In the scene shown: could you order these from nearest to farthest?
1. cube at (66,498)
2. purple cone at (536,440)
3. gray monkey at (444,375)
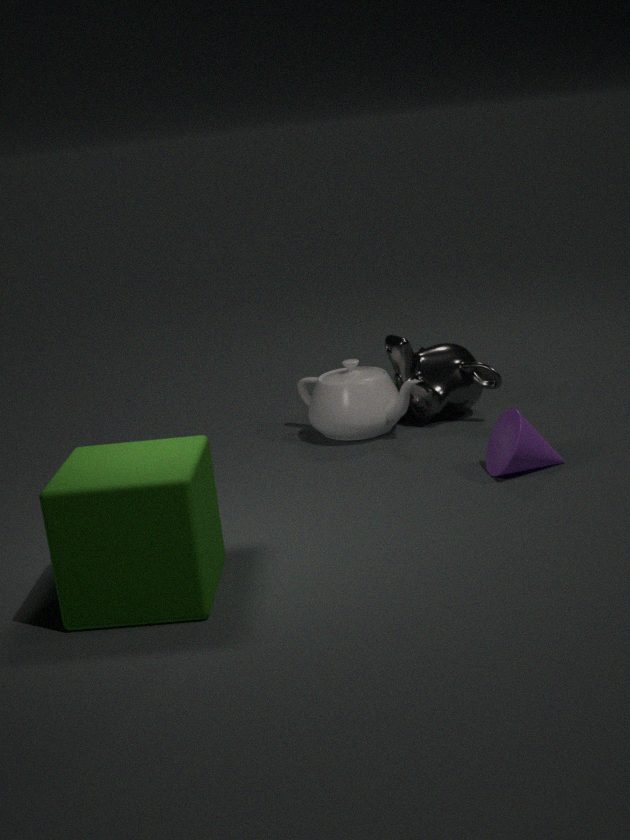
cube at (66,498) < purple cone at (536,440) < gray monkey at (444,375)
